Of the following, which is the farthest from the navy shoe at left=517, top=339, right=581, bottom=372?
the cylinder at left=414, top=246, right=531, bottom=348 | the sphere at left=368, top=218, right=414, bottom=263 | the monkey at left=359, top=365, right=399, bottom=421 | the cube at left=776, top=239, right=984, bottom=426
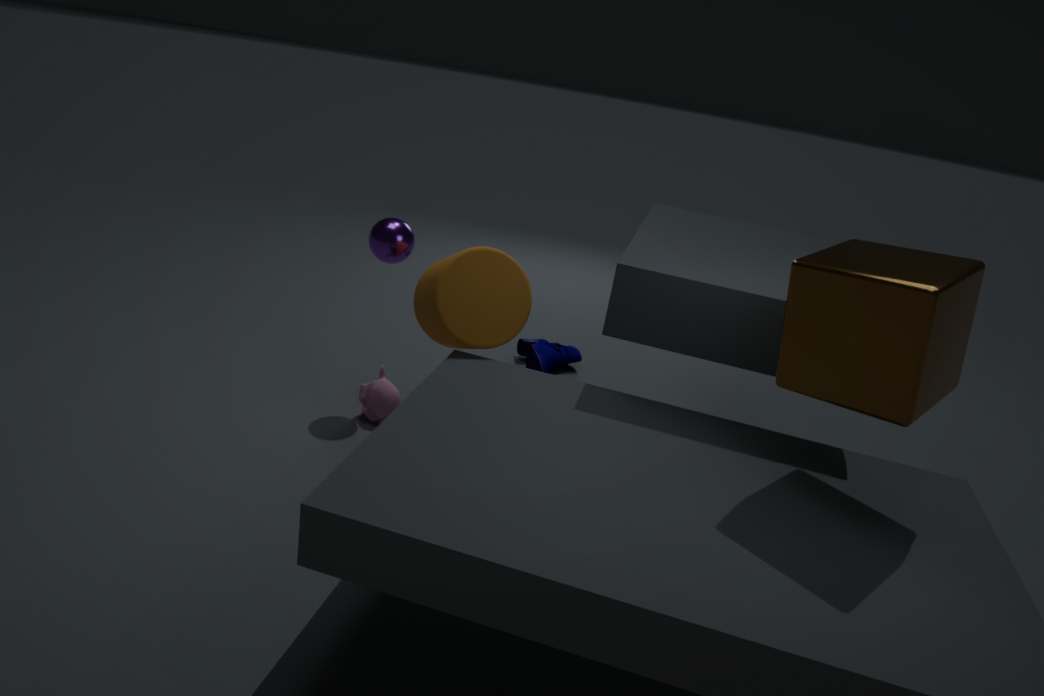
the cube at left=776, top=239, right=984, bottom=426
